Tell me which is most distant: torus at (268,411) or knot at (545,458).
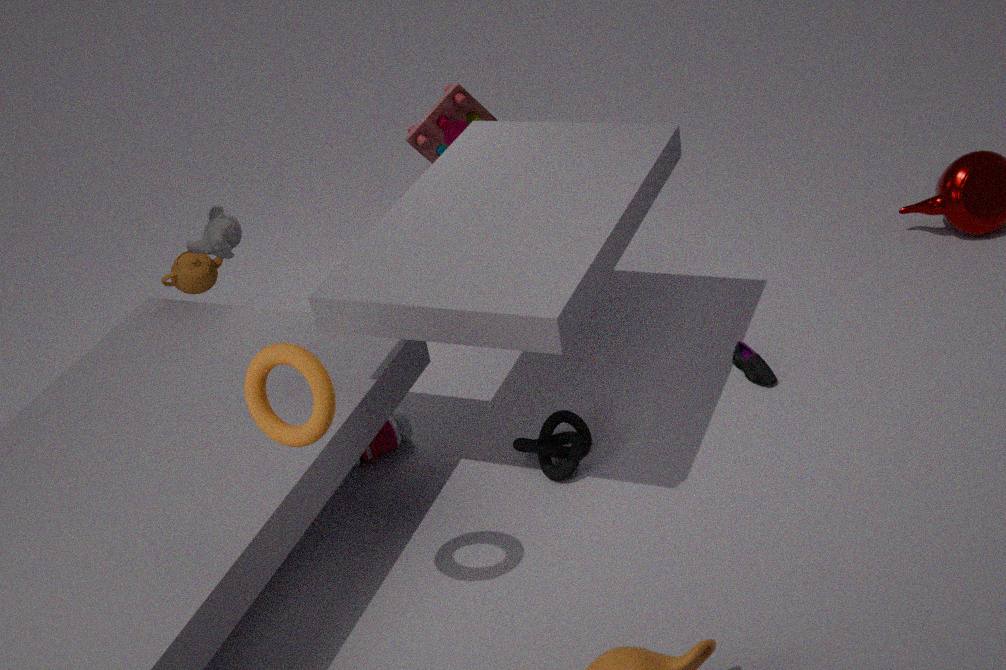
knot at (545,458)
